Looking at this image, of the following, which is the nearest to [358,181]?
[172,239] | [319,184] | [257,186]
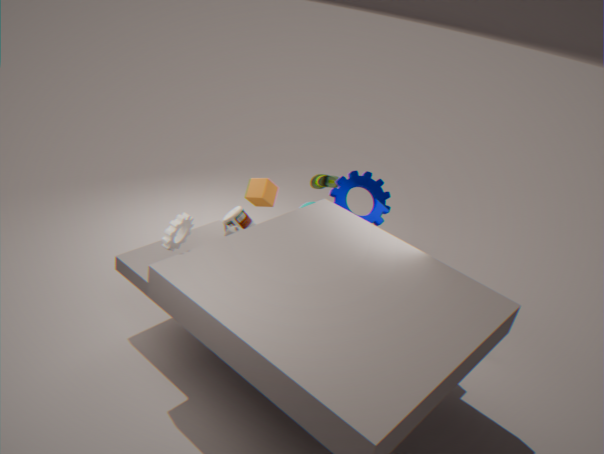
[319,184]
